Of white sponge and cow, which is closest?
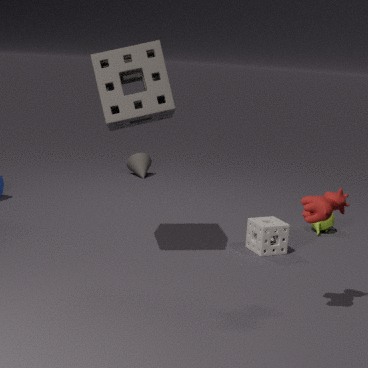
cow
